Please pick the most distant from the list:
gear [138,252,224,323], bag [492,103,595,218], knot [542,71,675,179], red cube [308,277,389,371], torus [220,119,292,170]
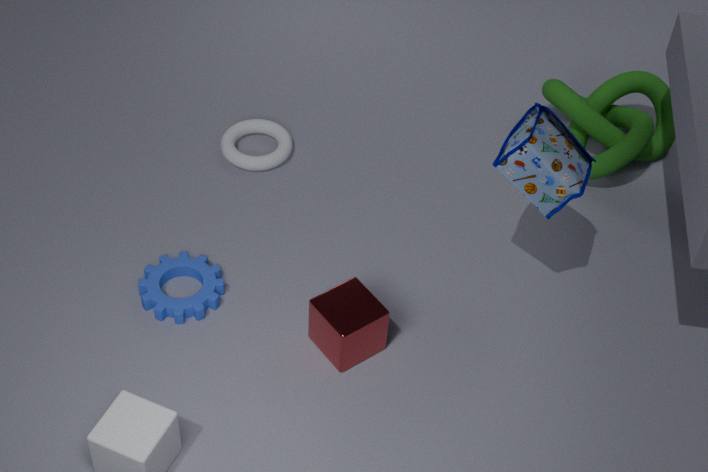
torus [220,119,292,170]
